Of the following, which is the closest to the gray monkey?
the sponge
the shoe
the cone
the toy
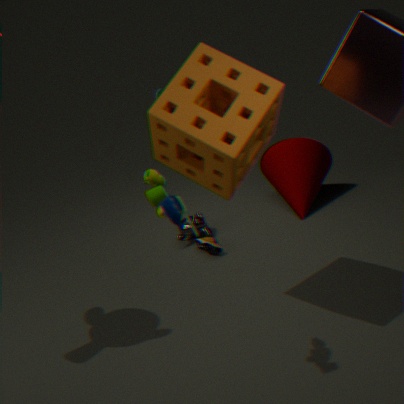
the shoe
